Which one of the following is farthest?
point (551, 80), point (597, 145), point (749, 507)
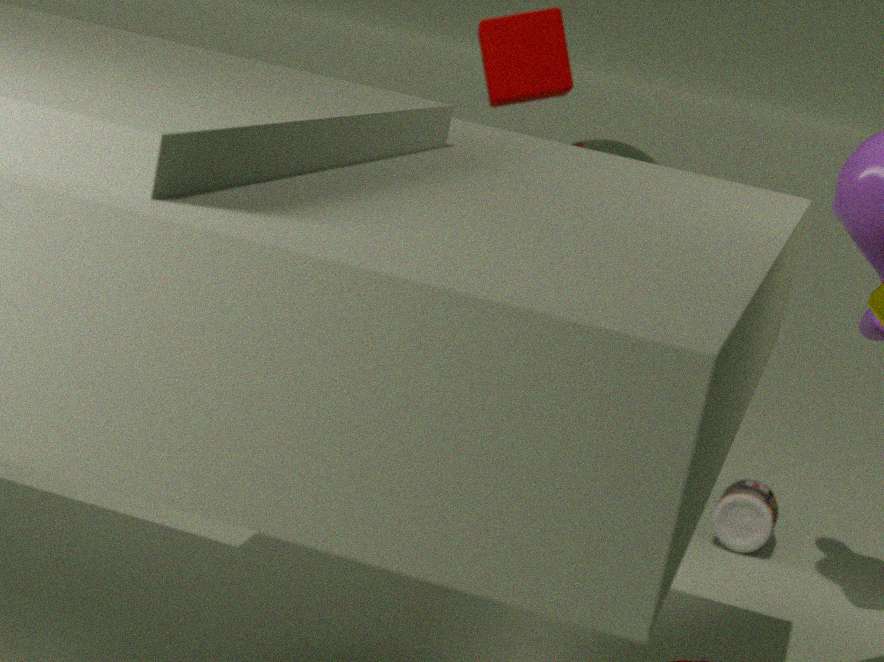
point (551, 80)
